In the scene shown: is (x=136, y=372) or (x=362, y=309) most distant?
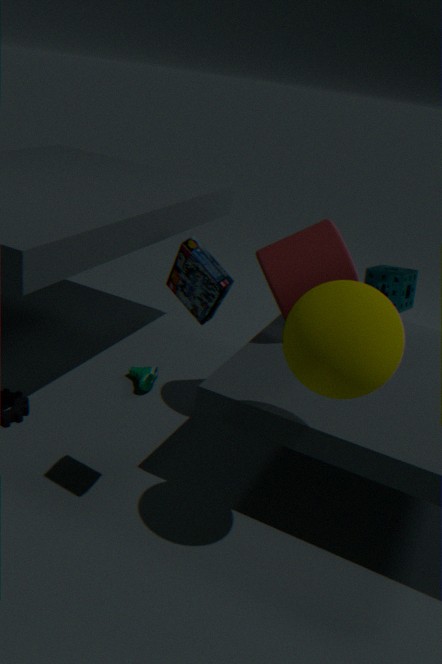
(x=136, y=372)
